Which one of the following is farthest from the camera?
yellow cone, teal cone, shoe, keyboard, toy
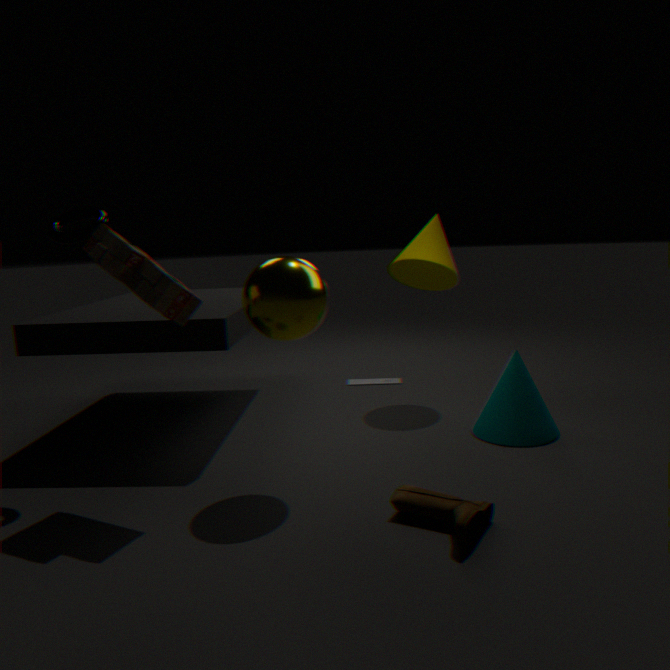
keyboard
